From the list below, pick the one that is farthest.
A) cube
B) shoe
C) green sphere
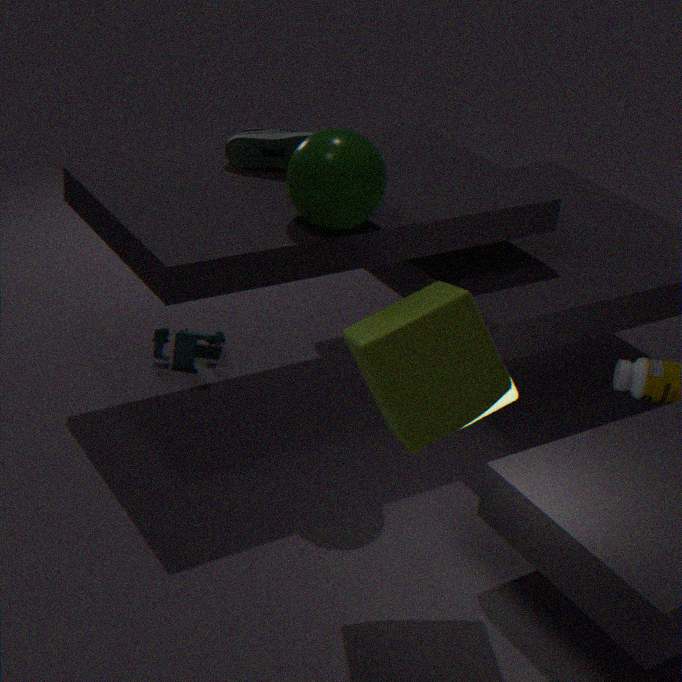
shoe
